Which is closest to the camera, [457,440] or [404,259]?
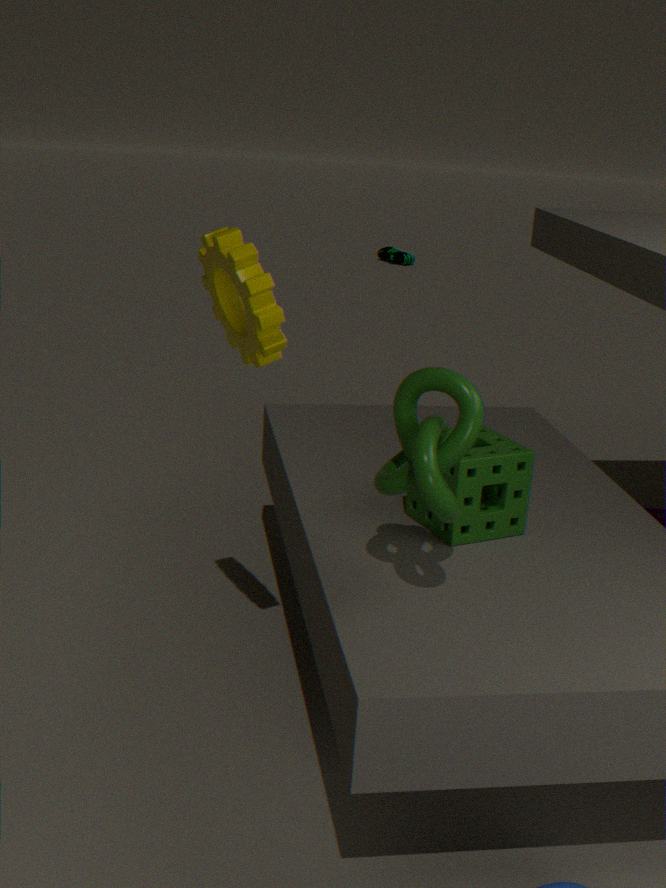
[457,440]
